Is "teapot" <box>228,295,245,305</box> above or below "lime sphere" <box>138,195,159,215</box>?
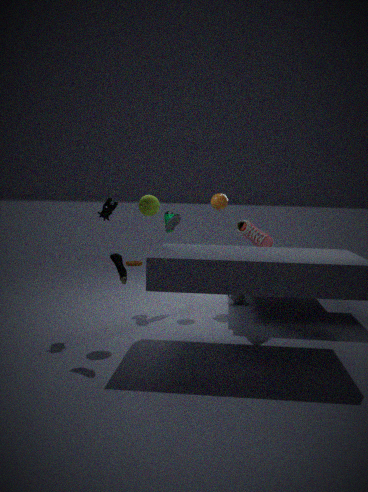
below
